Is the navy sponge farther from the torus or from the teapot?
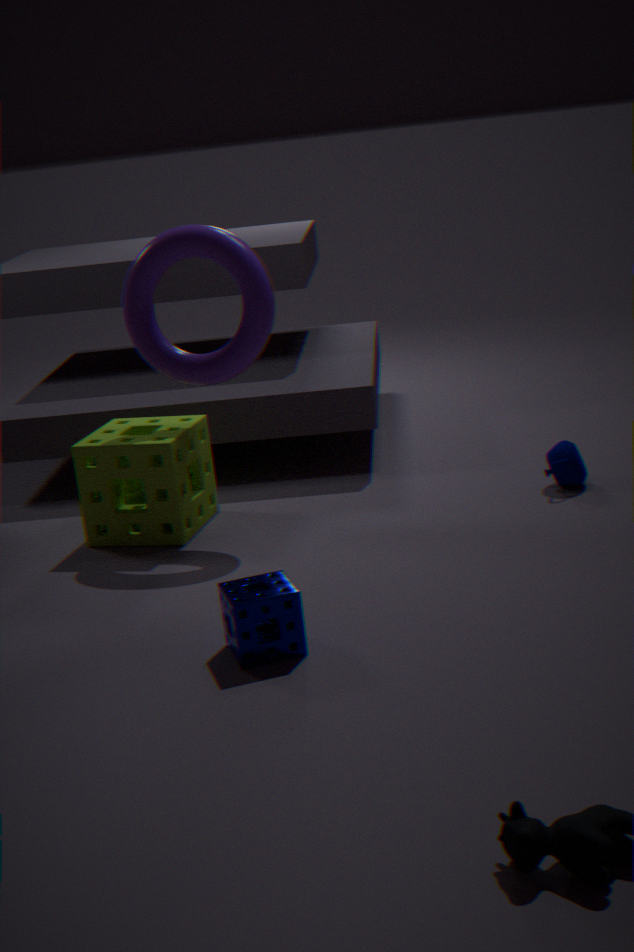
the teapot
